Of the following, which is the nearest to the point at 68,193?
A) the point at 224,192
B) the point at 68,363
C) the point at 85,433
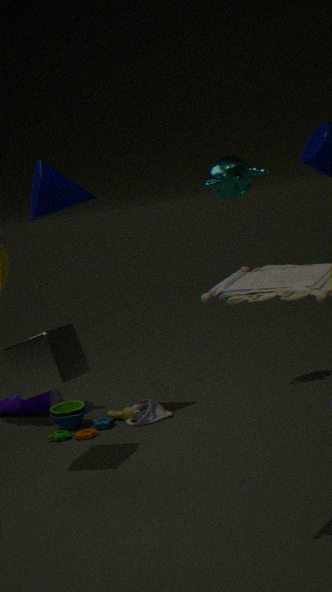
the point at 68,363
